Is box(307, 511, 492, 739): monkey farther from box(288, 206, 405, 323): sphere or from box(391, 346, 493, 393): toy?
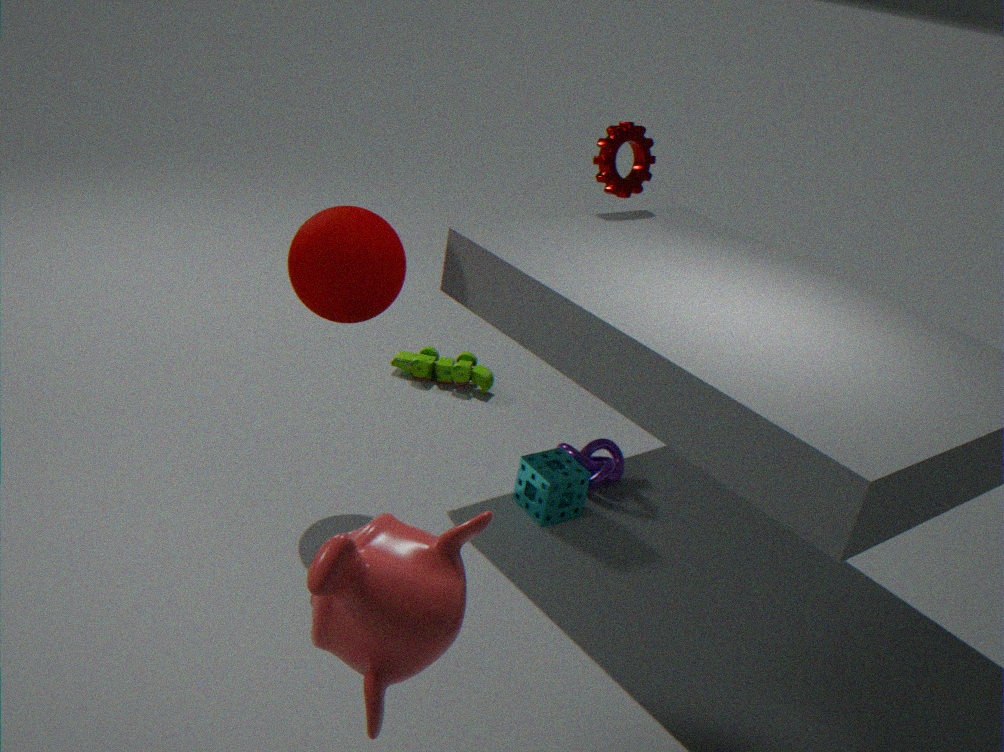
box(391, 346, 493, 393): toy
